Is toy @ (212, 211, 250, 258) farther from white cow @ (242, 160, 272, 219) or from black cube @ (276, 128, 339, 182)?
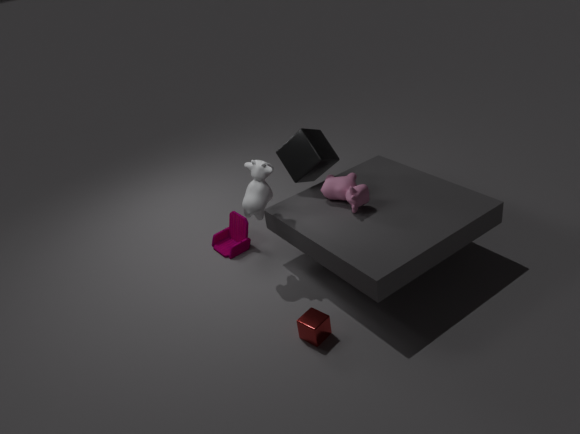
black cube @ (276, 128, 339, 182)
